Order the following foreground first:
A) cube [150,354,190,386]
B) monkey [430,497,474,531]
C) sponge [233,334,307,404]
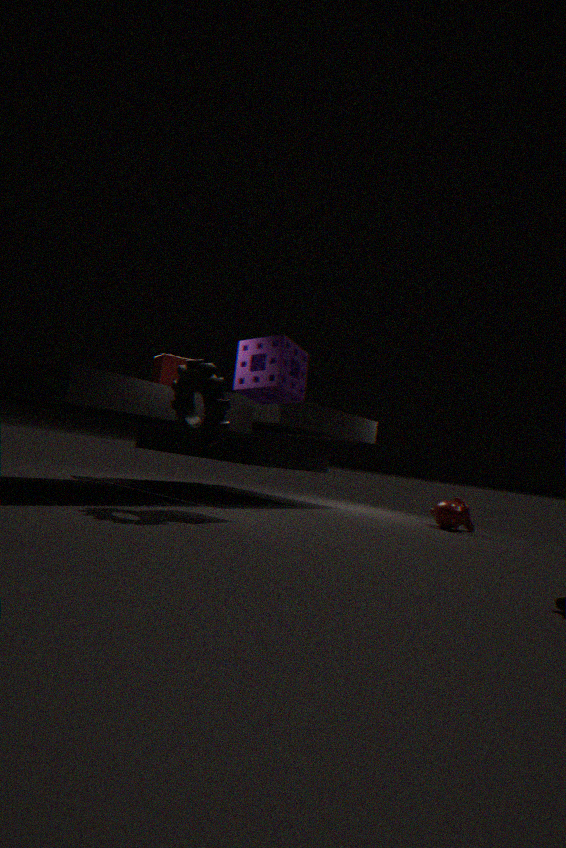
sponge [233,334,307,404] < monkey [430,497,474,531] < cube [150,354,190,386]
